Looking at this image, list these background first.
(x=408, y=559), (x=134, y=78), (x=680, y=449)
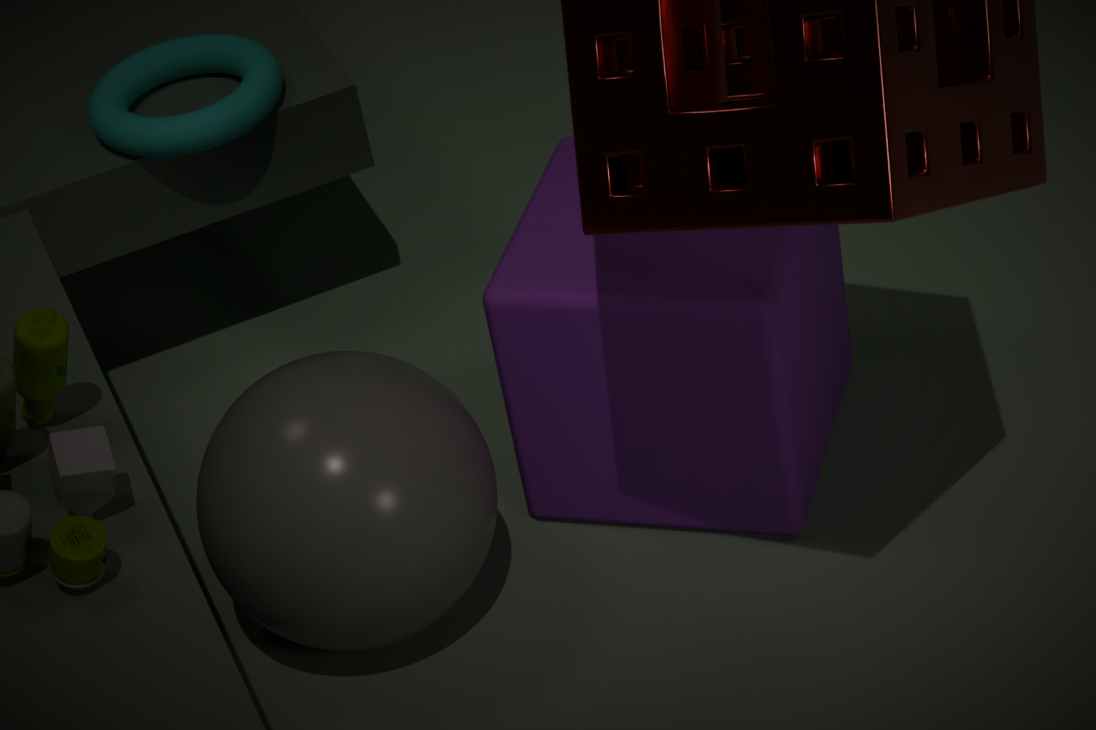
(x=134, y=78), (x=680, y=449), (x=408, y=559)
